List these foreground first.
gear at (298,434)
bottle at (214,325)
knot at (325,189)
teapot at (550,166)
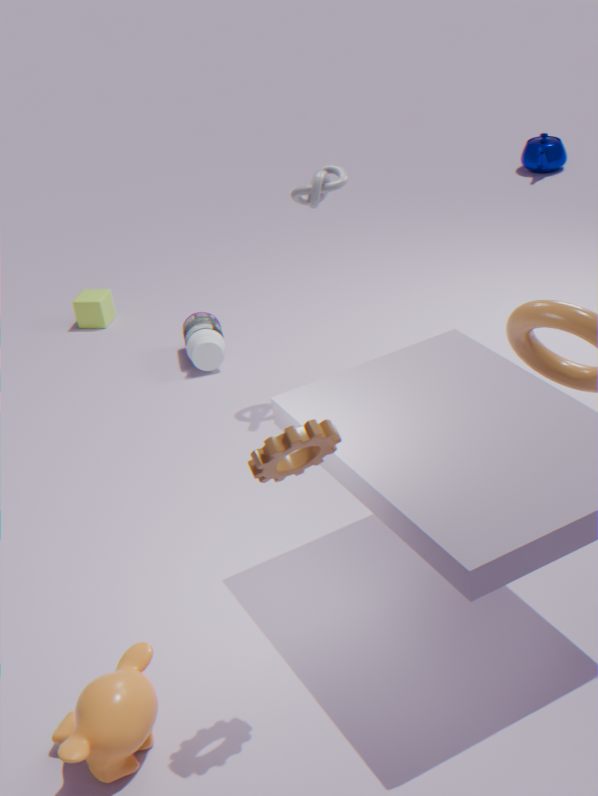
gear at (298,434) < knot at (325,189) < bottle at (214,325) < teapot at (550,166)
